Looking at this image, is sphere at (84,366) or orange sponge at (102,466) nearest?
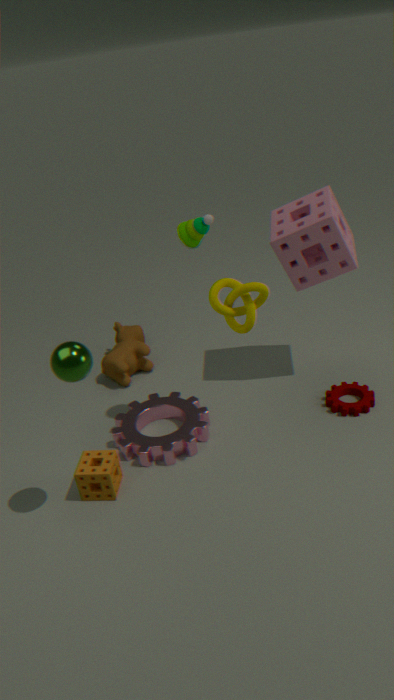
sphere at (84,366)
